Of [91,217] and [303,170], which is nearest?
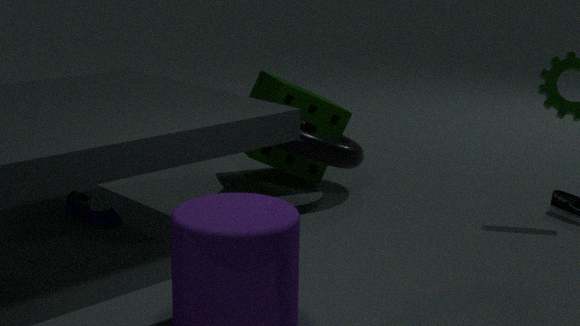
[91,217]
